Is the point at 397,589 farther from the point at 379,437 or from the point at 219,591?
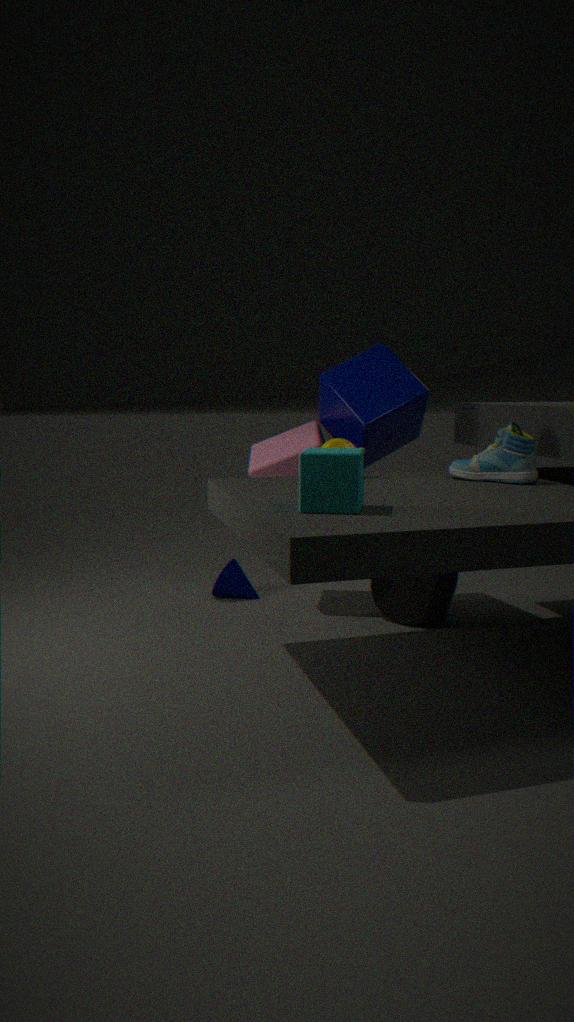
the point at 219,591
